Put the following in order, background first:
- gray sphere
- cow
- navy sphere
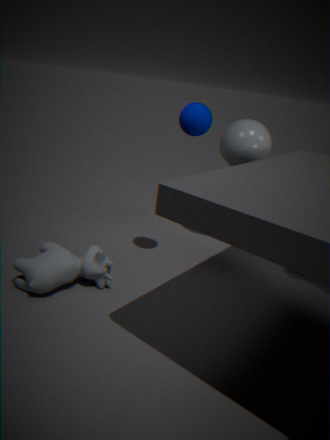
gray sphere
navy sphere
cow
